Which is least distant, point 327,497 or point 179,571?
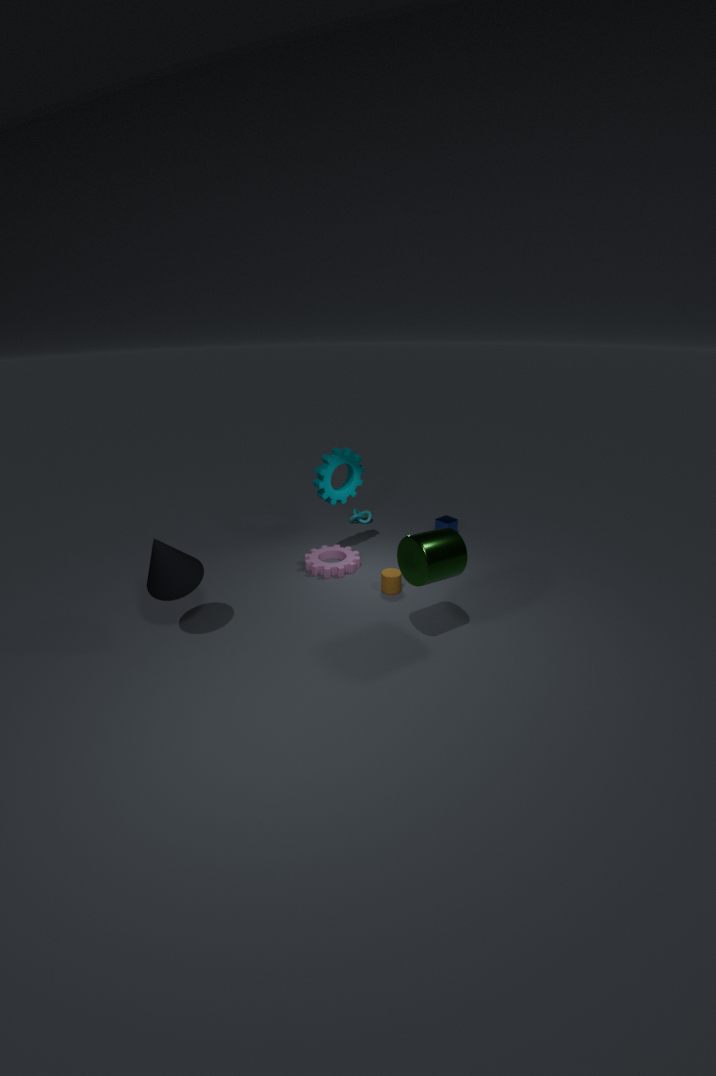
point 179,571
